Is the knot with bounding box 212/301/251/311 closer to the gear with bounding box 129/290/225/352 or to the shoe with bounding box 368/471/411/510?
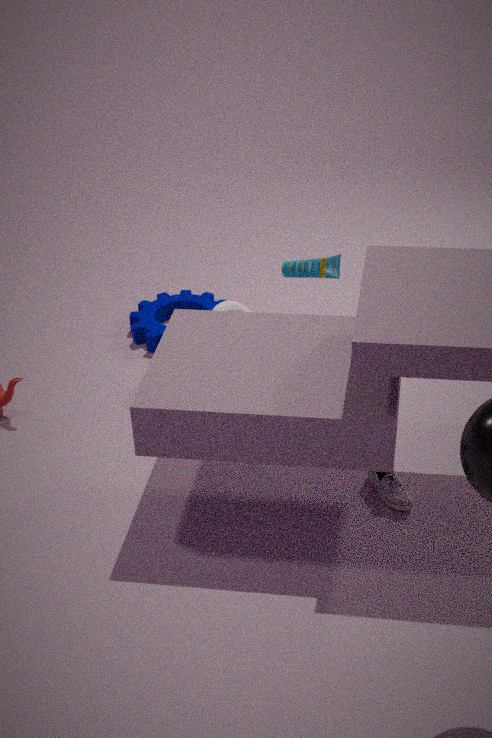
the gear with bounding box 129/290/225/352
